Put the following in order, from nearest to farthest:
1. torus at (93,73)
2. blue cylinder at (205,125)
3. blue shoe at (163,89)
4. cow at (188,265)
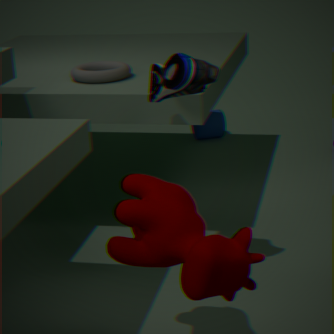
cow at (188,265) < blue shoe at (163,89) < torus at (93,73) < blue cylinder at (205,125)
